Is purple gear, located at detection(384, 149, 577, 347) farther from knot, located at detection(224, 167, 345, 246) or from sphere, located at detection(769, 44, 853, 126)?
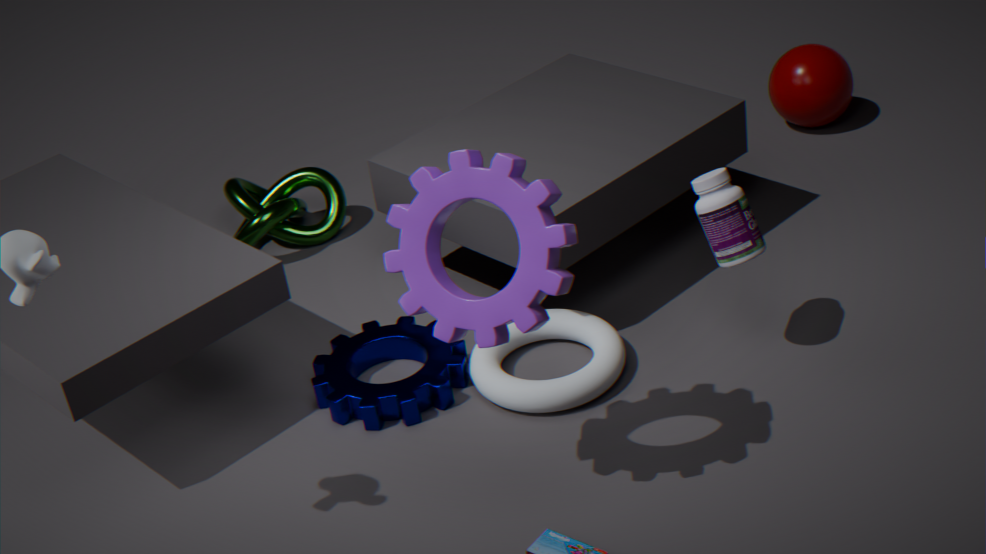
sphere, located at detection(769, 44, 853, 126)
